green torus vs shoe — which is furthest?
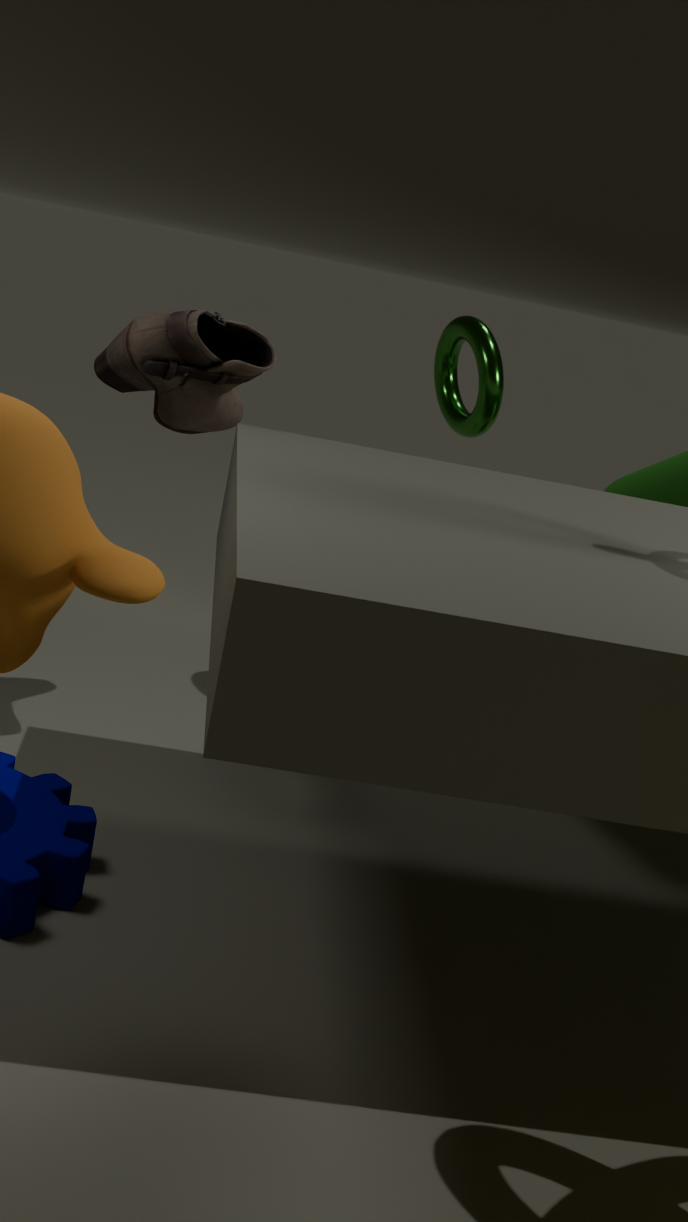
green torus
